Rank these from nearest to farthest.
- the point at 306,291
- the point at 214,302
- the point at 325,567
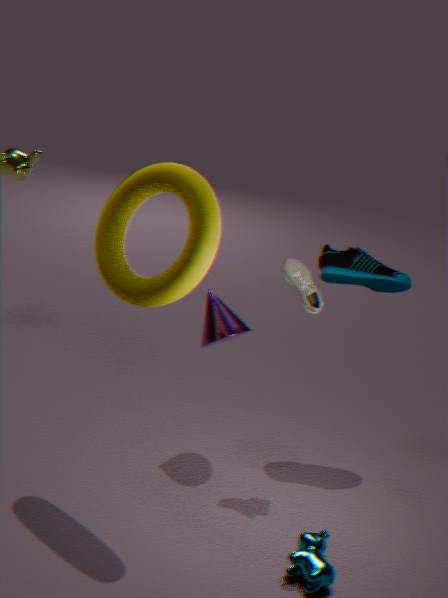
the point at 325,567
the point at 306,291
the point at 214,302
